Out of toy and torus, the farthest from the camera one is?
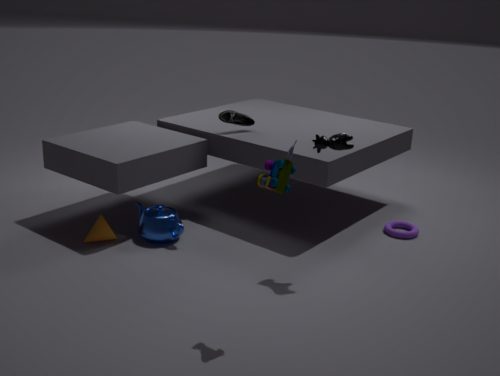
torus
